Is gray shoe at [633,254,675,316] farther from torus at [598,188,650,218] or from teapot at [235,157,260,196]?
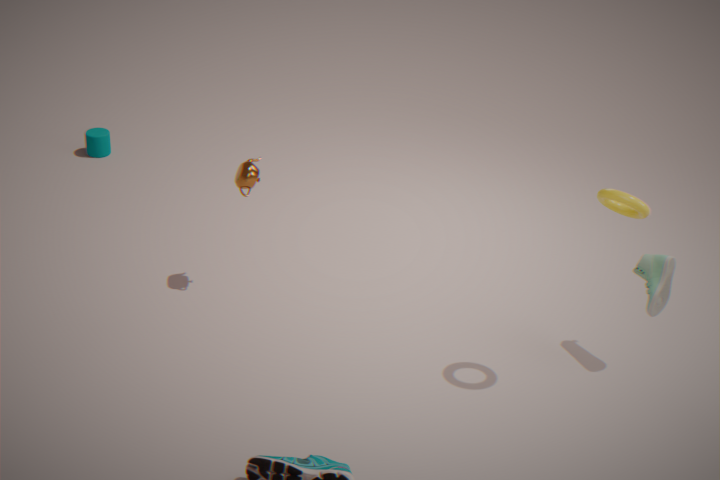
teapot at [235,157,260,196]
